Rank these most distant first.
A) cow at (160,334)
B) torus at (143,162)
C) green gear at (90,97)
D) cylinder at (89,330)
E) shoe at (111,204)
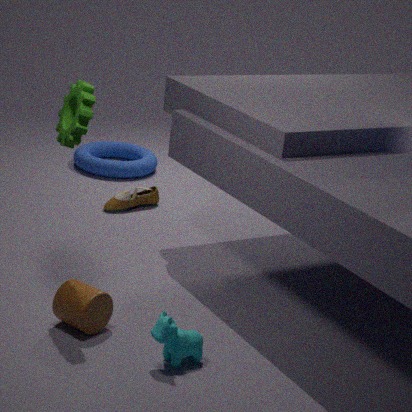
torus at (143,162)
shoe at (111,204)
cylinder at (89,330)
green gear at (90,97)
cow at (160,334)
